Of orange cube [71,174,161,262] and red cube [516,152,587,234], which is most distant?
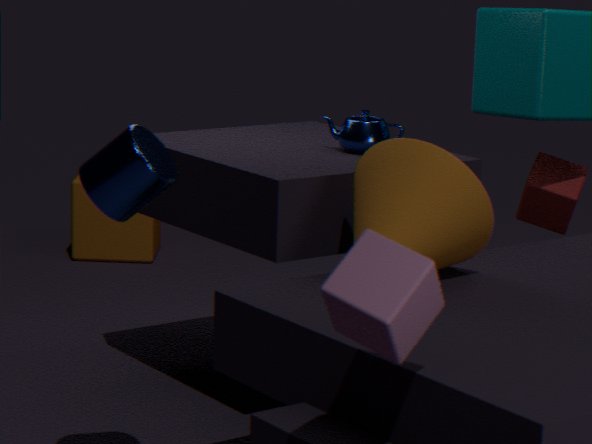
orange cube [71,174,161,262]
